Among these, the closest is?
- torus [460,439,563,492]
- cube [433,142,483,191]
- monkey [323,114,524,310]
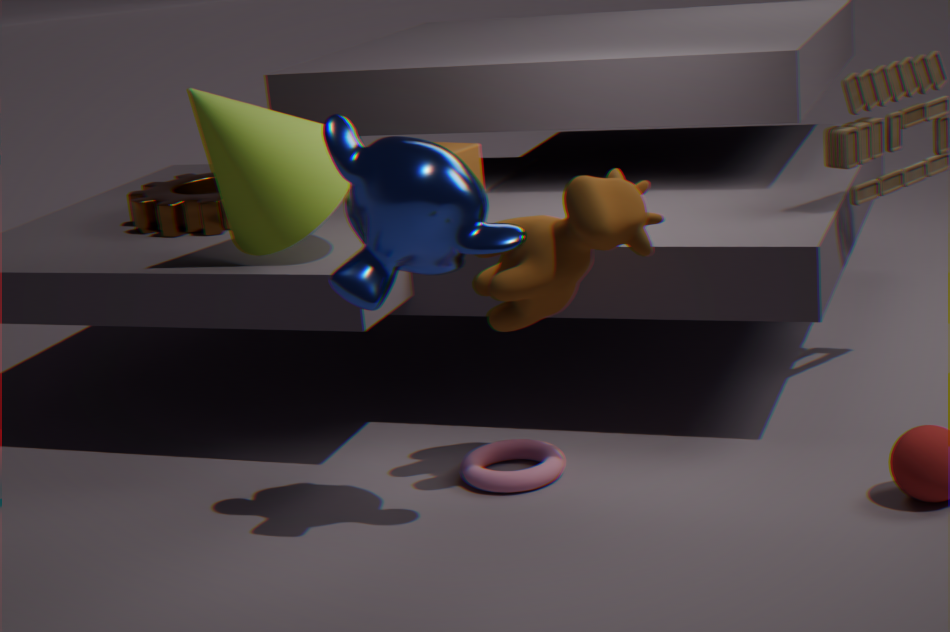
monkey [323,114,524,310]
